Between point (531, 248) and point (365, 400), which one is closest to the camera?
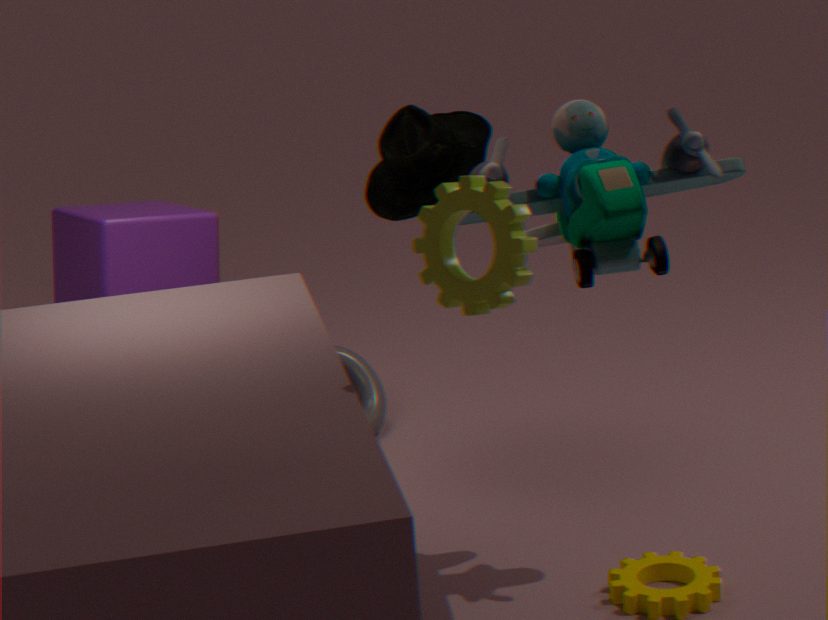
point (531, 248)
